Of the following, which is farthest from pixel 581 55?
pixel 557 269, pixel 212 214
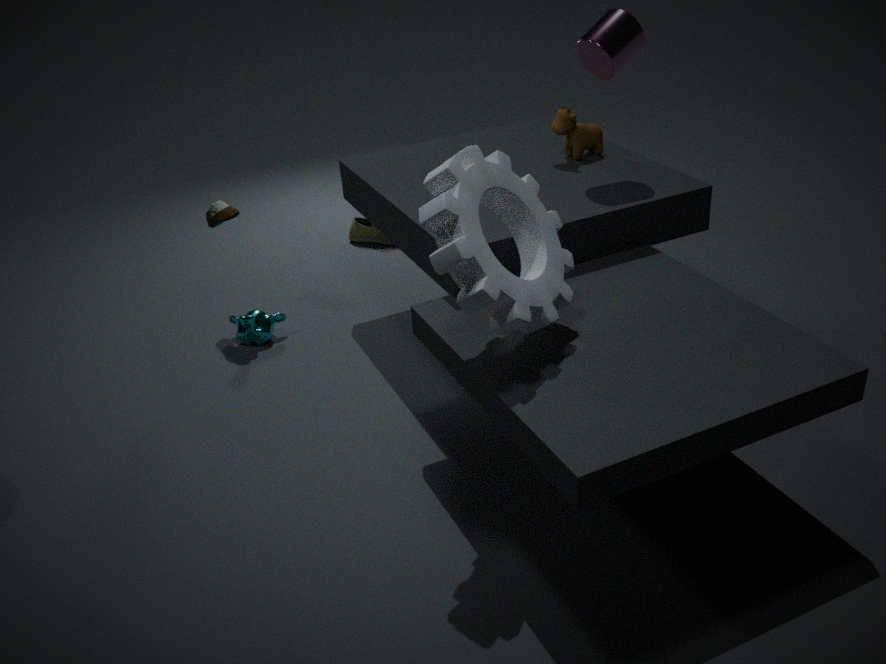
pixel 212 214
